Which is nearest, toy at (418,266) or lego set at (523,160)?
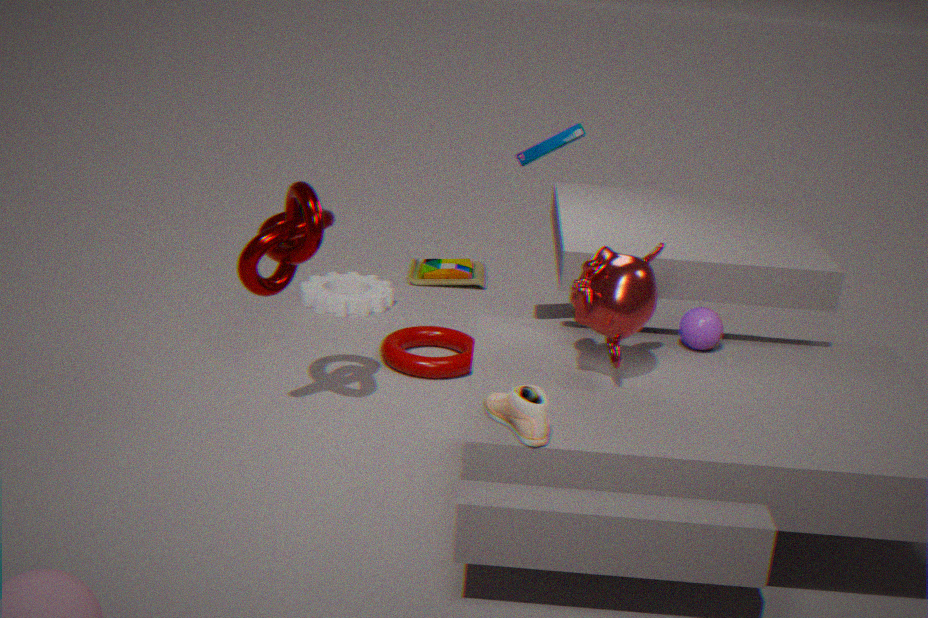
lego set at (523,160)
